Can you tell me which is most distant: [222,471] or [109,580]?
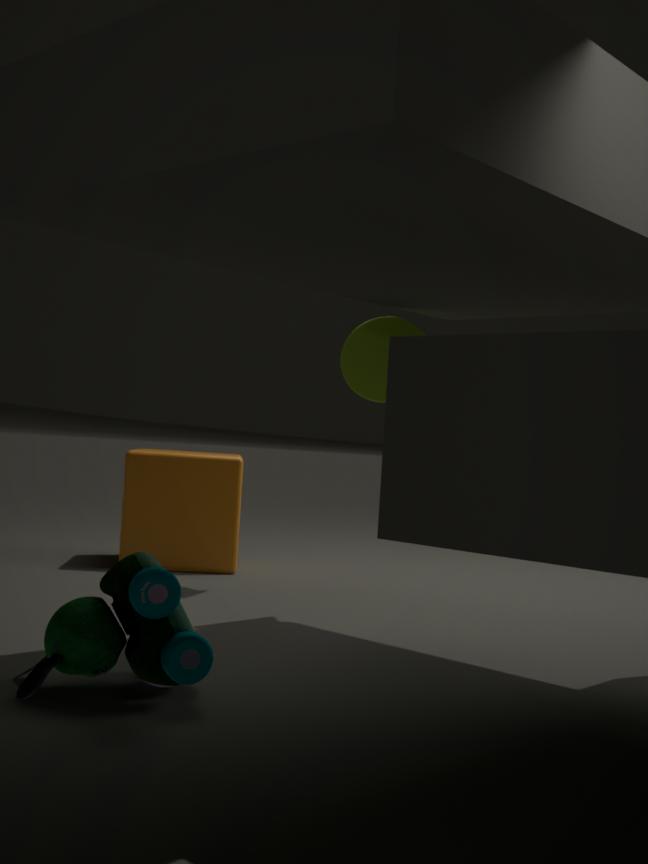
[222,471]
